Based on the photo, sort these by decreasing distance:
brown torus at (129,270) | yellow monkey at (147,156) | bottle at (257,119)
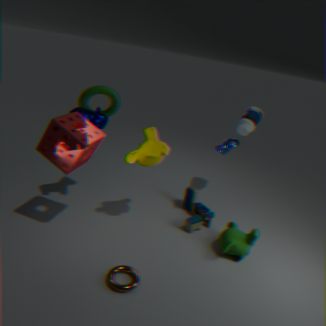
1. bottle at (257,119)
2. yellow monkey at (147,156)
3. brown torus at (129,270)
